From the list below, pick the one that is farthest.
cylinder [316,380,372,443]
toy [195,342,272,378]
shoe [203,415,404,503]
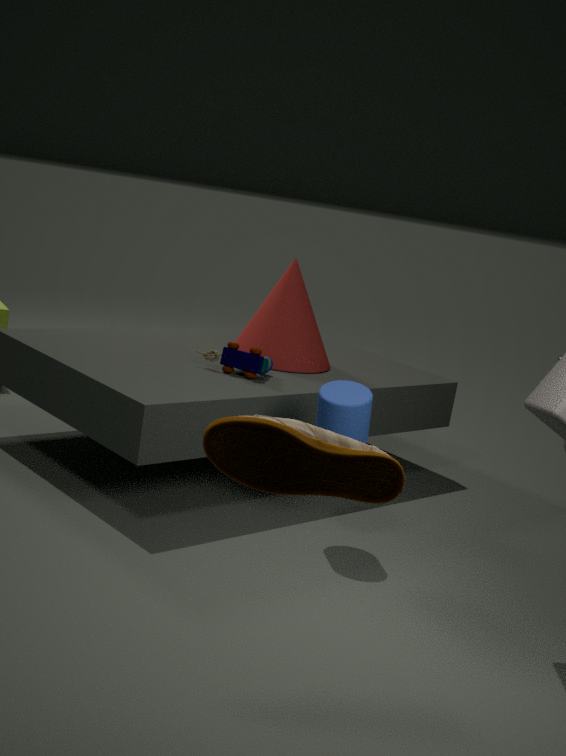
toy [195,342,272,378]
